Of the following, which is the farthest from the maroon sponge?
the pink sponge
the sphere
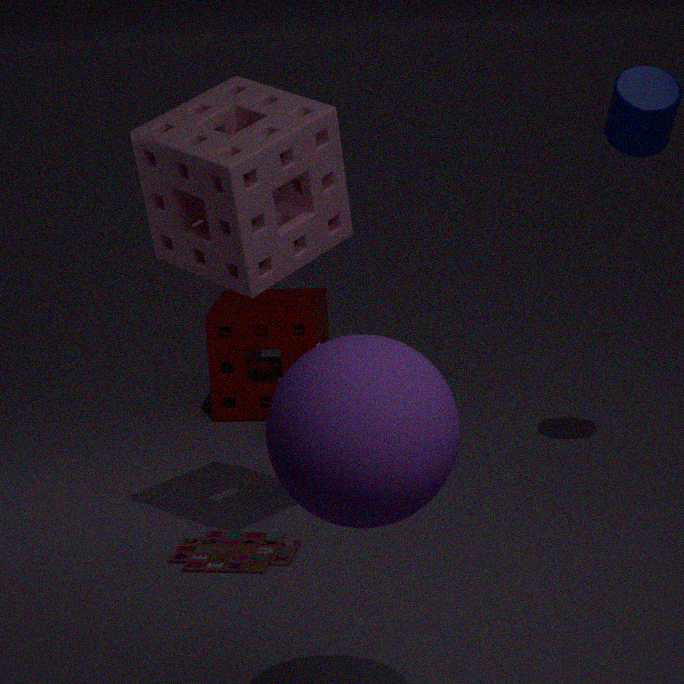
the sphere
